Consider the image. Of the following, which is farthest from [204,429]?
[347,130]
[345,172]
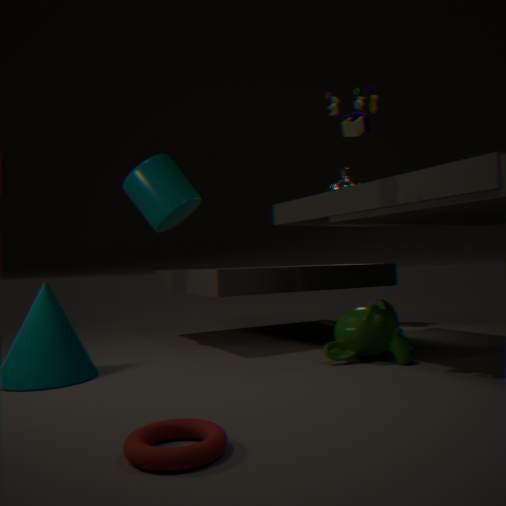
[345,172]
